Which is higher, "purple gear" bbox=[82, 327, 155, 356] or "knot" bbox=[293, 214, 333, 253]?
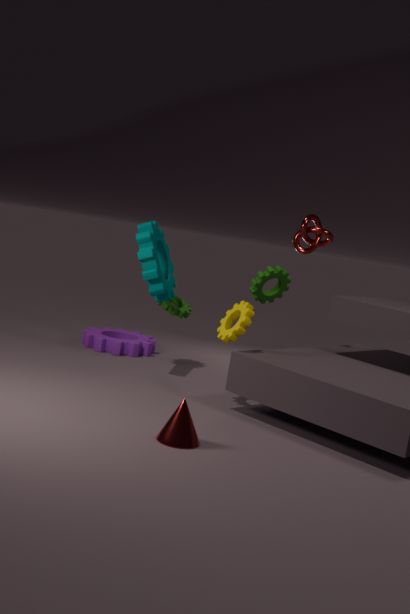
"knot" bbox=[293, 214, 333, 253]
